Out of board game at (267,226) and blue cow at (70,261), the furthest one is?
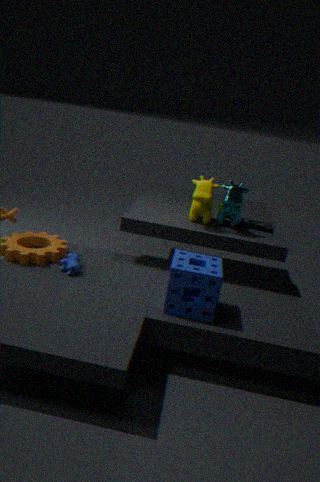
board game at (267,226)
